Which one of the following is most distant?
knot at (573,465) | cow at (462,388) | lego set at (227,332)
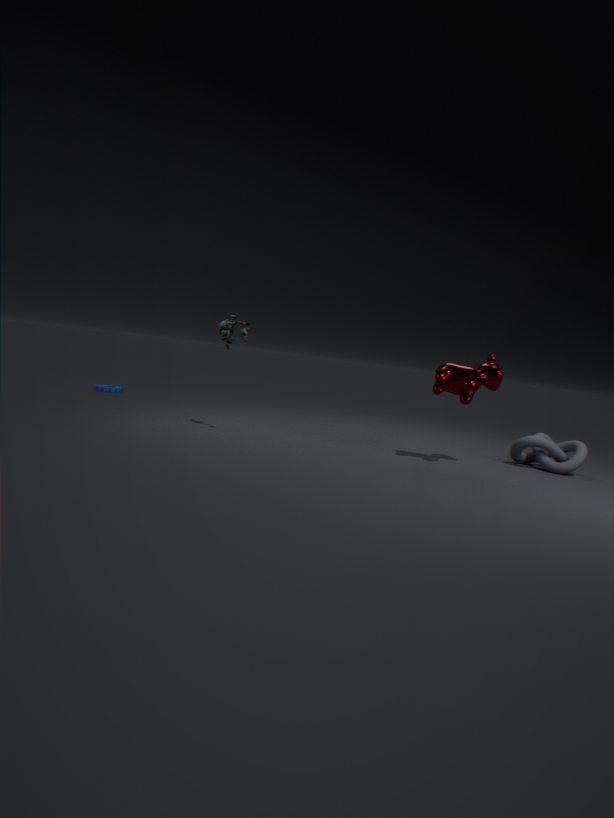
knot at (573,465)
